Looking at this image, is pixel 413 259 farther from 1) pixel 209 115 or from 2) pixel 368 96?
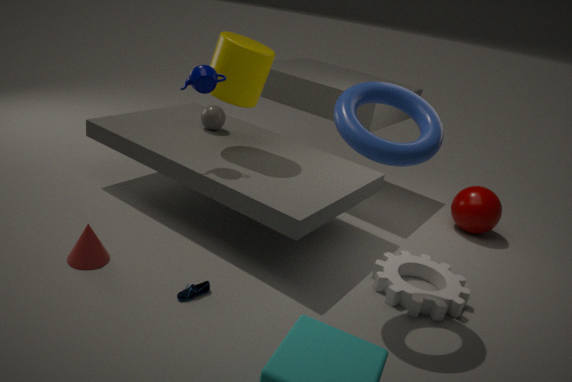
1) pixel 209 115
